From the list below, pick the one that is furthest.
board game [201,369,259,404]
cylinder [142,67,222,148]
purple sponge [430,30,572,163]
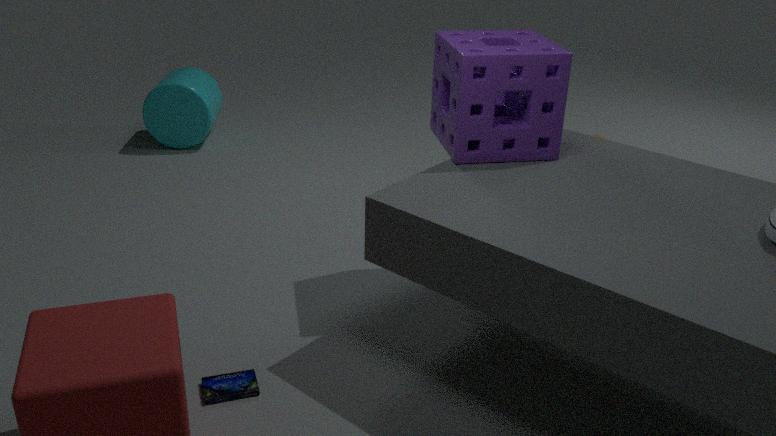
cylinder [142,67,222,148]
